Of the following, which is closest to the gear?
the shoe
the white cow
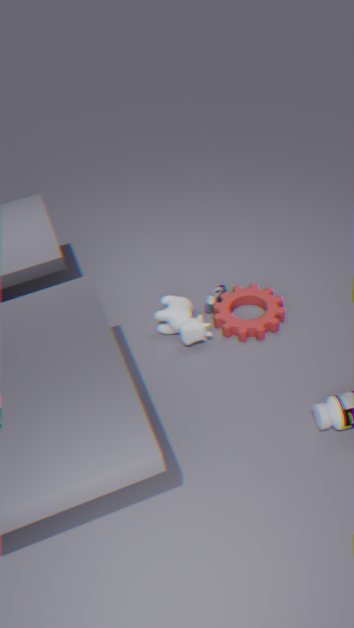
the shoe
